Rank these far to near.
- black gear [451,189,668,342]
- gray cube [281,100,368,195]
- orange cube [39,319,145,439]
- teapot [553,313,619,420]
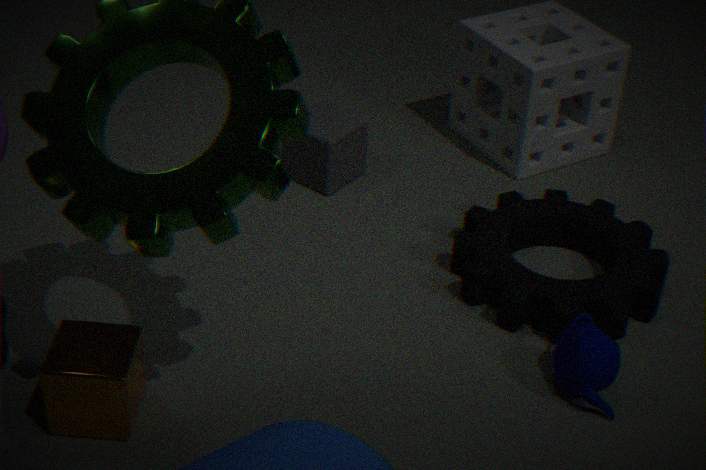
gray cube [281,100,368,195] → black gear [451,189,668,342] → teapot [553,313,619,420] → orange cube [39,319,145,439]
